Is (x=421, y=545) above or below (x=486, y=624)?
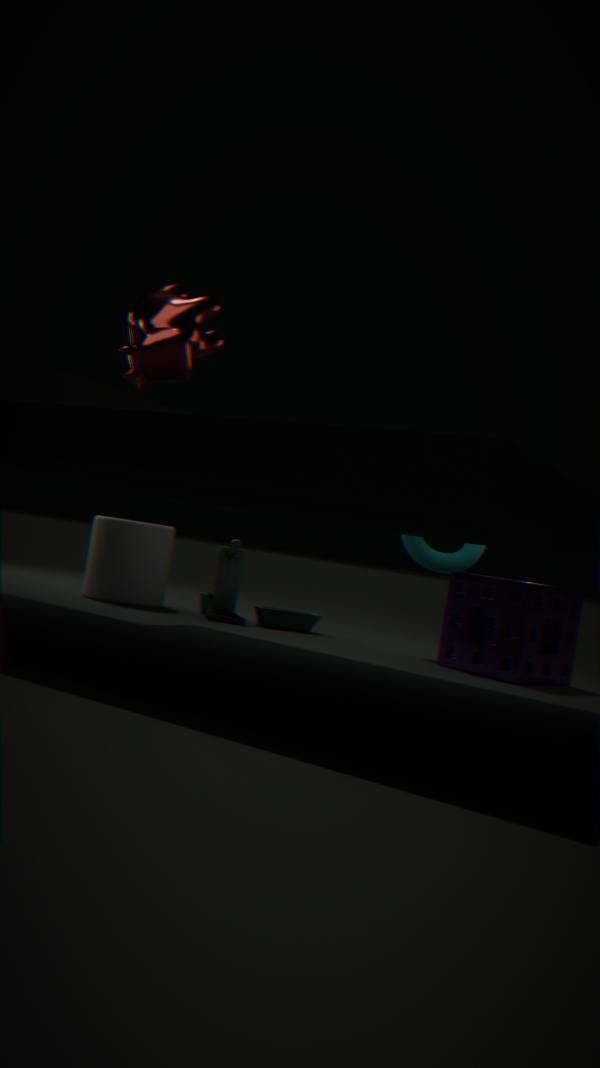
above
